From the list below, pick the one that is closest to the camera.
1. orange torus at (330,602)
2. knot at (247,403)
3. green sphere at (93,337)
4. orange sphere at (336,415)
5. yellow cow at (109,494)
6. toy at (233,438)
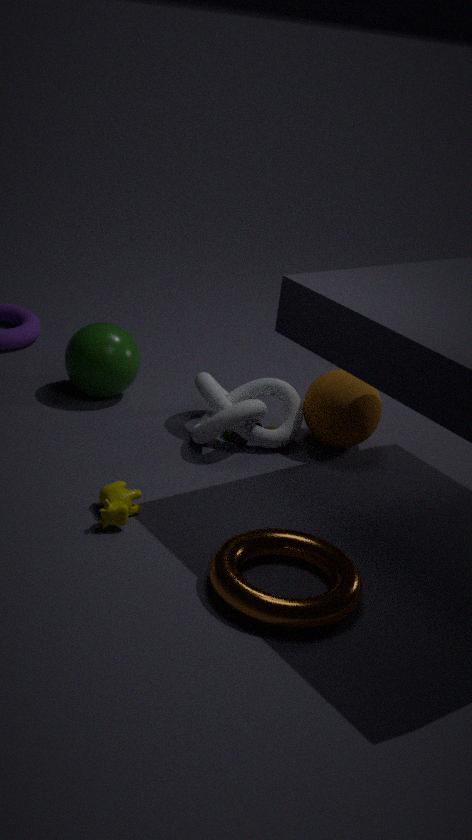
orange torus at (330,602)
